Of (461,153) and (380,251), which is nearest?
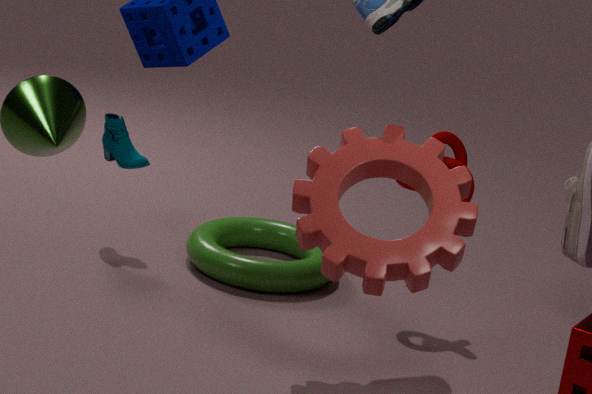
(380,251)
